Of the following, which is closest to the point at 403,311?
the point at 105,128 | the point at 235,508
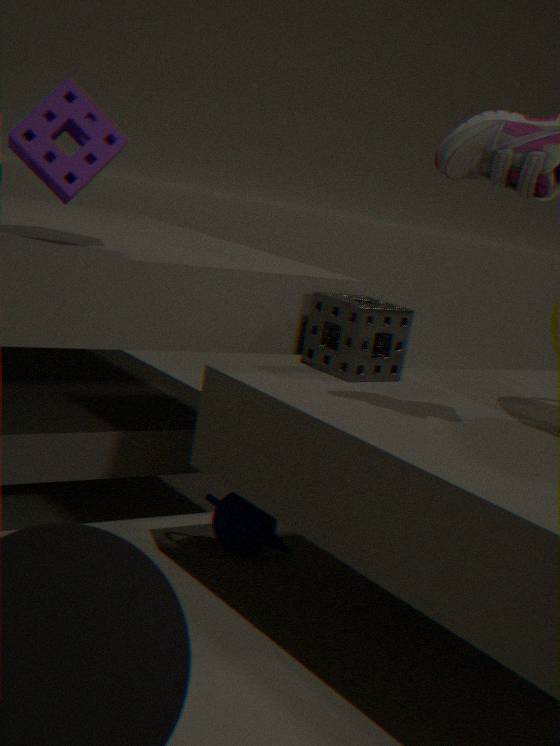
the point at 235,508
